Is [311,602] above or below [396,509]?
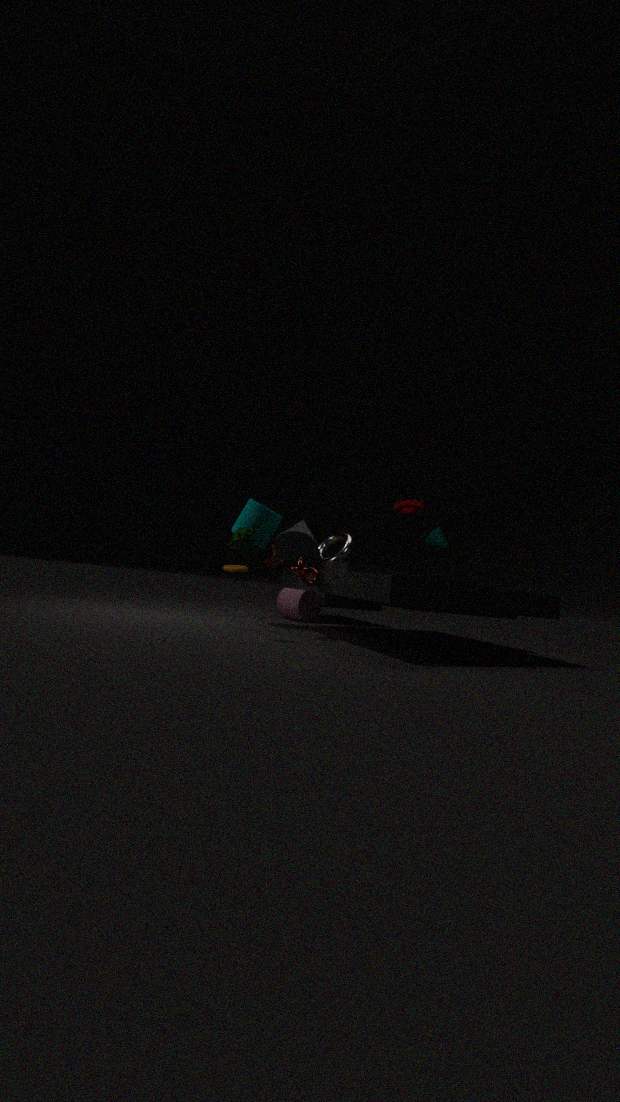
below
